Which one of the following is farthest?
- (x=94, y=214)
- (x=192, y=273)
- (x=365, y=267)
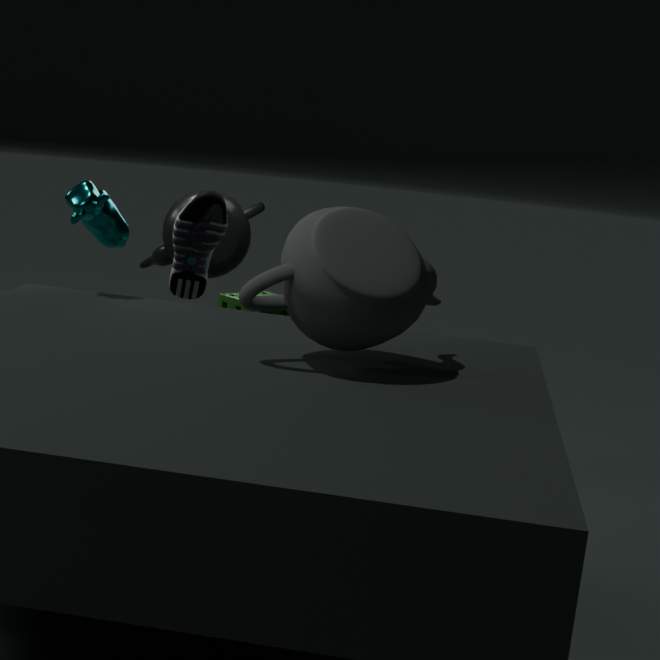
(x=192, y=273)
